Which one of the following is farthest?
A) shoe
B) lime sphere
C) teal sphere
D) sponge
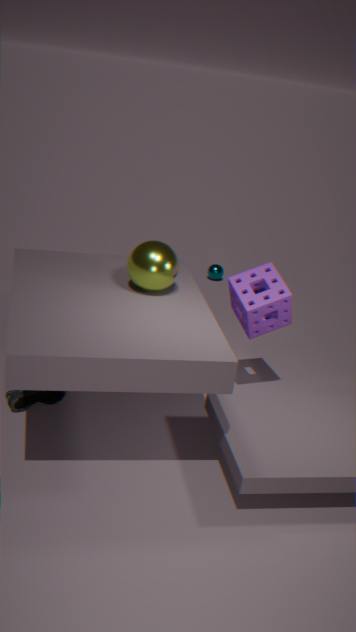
teal sphere
